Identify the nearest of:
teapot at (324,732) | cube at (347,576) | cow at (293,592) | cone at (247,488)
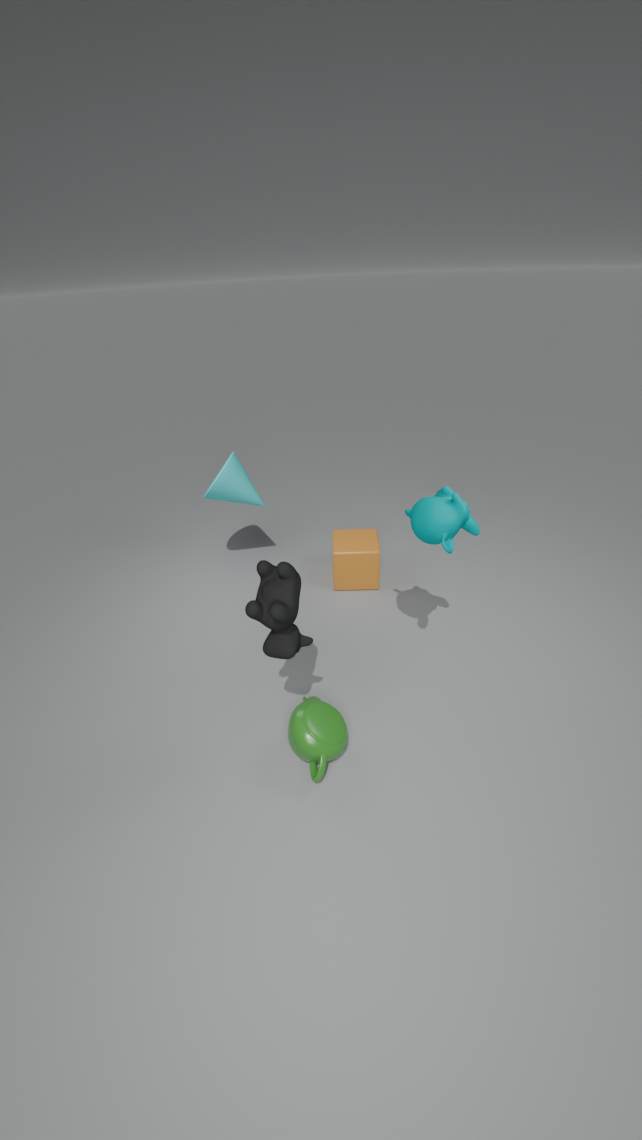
cow at (293,592)
